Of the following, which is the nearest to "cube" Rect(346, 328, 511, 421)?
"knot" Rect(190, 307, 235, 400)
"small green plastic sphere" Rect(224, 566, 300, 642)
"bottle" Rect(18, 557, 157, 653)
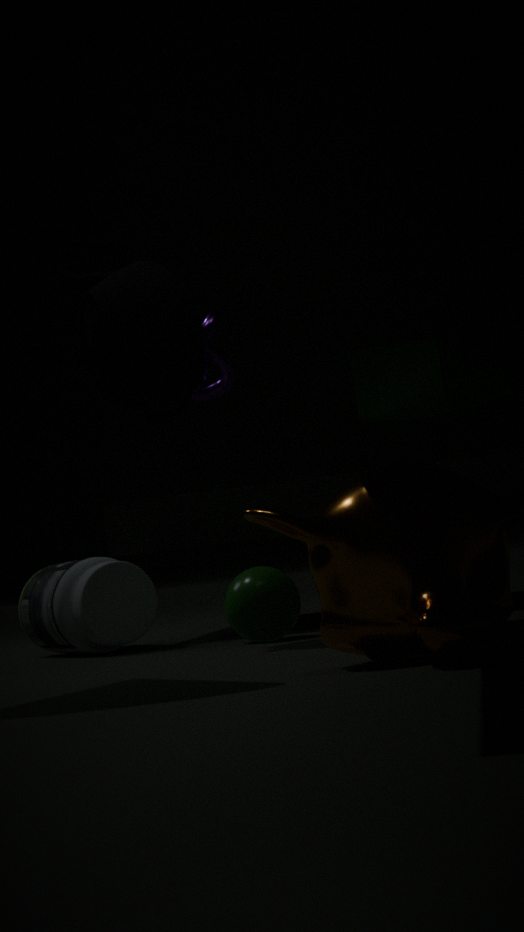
"knot" Rect(190, 307, 235, 400)
